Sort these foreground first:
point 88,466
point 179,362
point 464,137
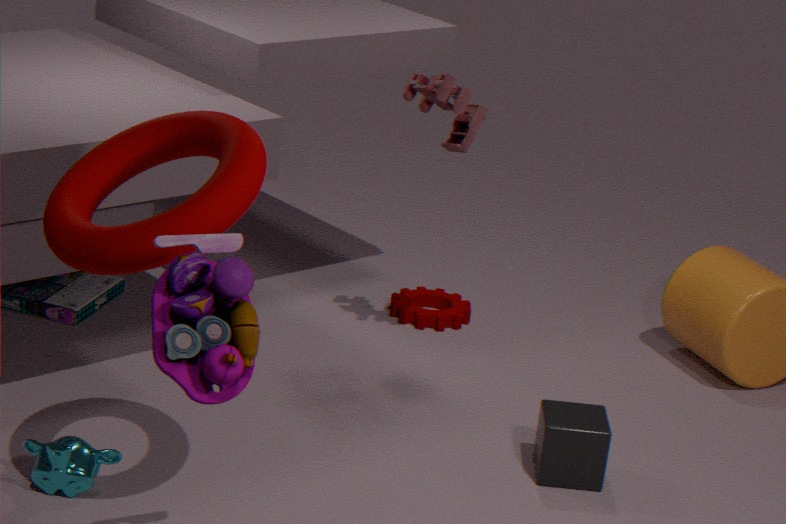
point 179,362, point 88,466, point 464,137
